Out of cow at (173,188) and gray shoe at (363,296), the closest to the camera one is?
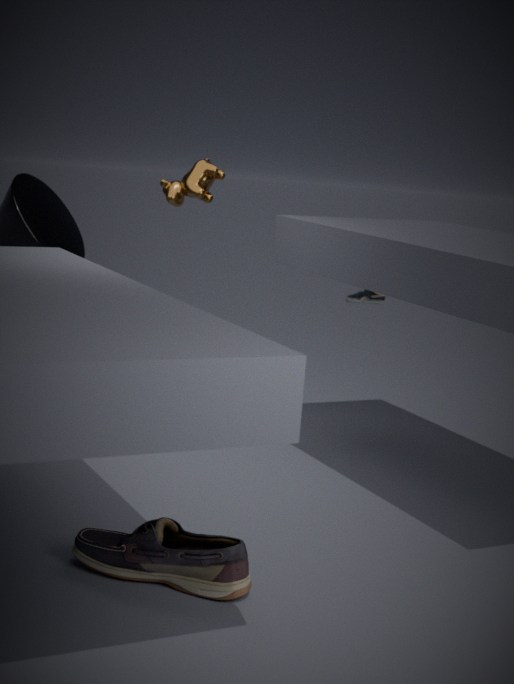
cow at (173,188)
